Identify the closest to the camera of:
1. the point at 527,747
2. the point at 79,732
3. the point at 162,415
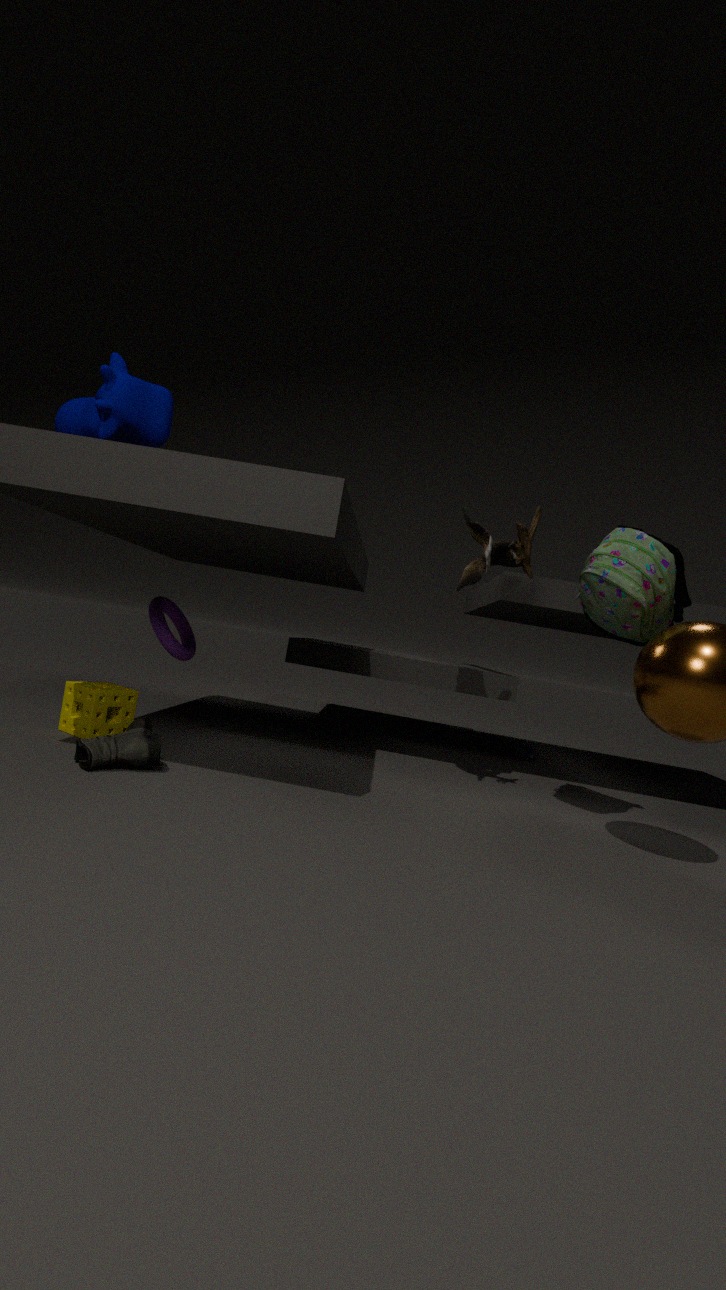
the point at 162,415
